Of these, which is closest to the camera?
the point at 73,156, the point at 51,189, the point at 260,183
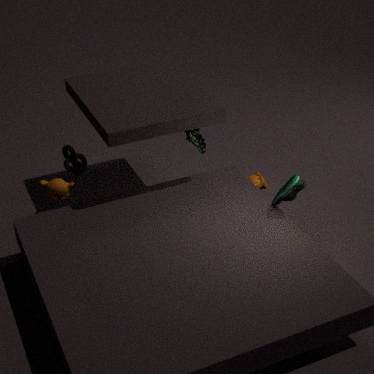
the point at 51,189
